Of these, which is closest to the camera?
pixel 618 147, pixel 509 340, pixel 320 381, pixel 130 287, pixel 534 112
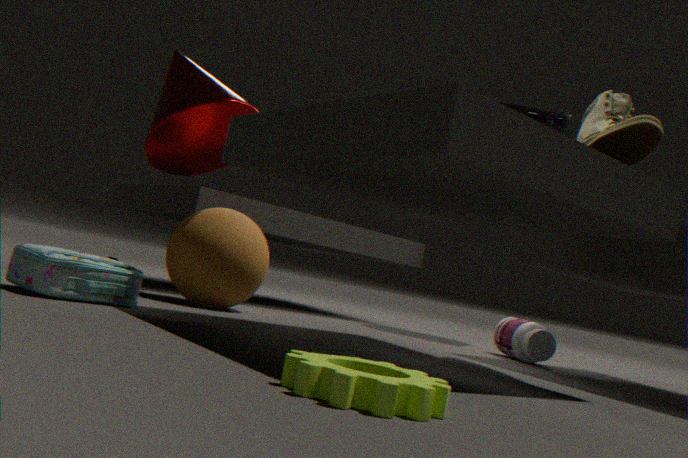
pixel 320 381
